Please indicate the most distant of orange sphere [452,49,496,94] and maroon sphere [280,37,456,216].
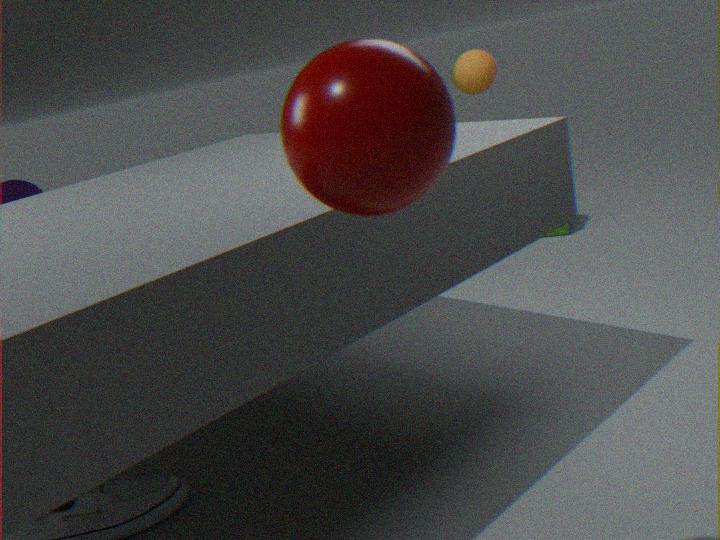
orange sphere [452,49,496,94]
